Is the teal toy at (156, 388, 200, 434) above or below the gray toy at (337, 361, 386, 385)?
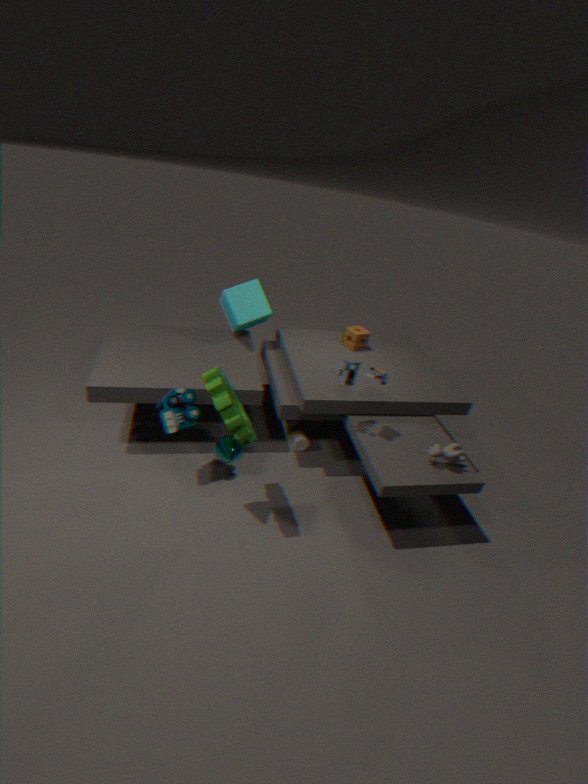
below
